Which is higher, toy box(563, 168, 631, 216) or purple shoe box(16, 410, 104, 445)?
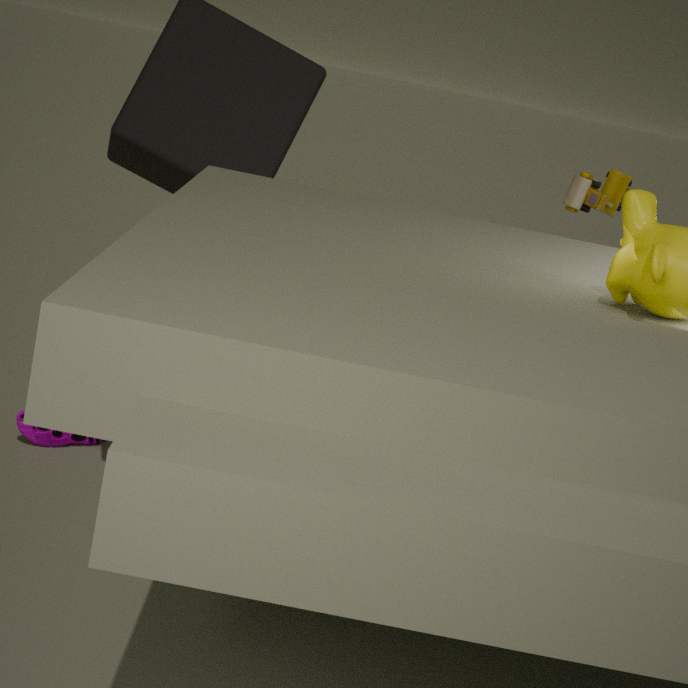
toy box(563, 168, 631, 216)
